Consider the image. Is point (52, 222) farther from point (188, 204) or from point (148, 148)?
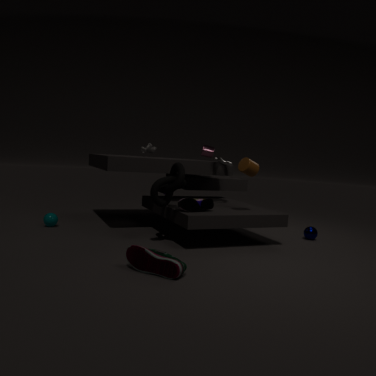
point (188, 204)
